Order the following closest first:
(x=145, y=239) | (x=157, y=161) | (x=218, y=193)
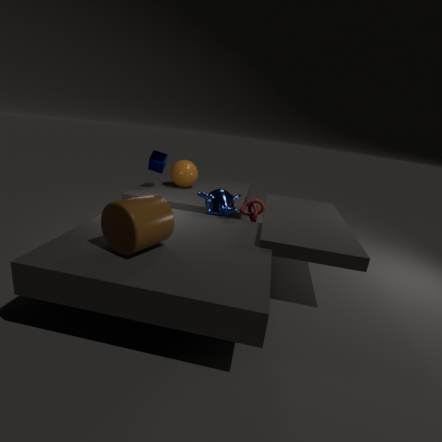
(x=145, y=239), (x=218, y=193), (x=157, y=161)
